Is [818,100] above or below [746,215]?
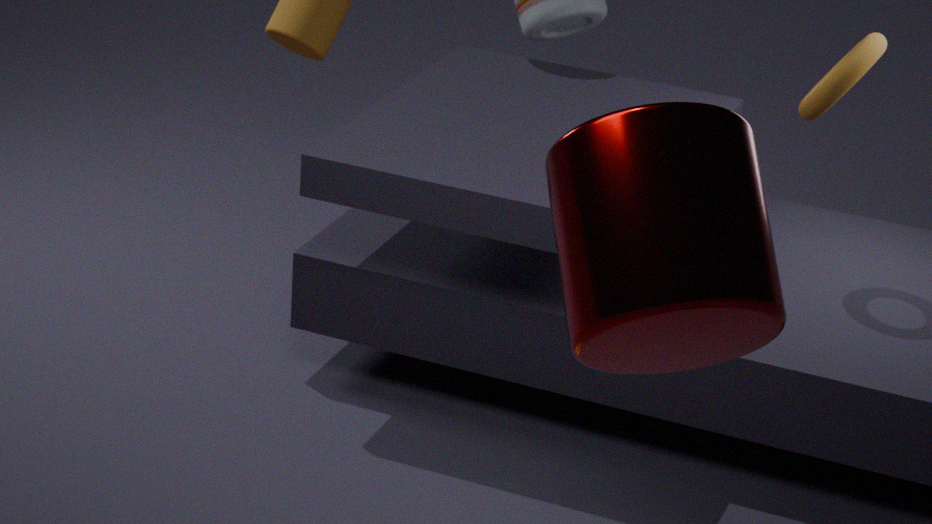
below
